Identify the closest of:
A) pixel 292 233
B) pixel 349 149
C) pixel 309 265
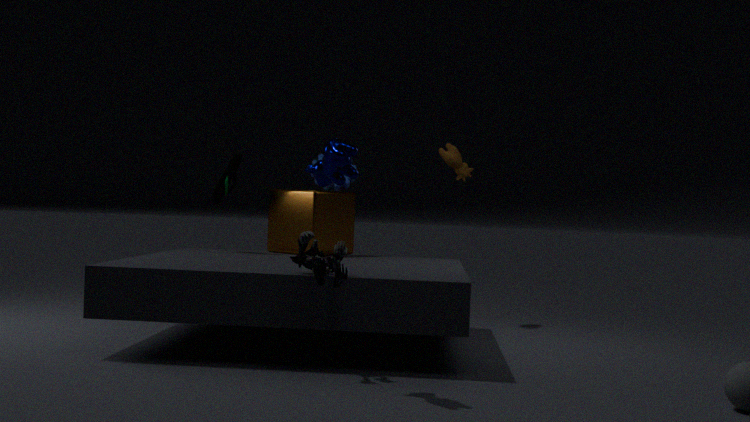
pixel 349 149
